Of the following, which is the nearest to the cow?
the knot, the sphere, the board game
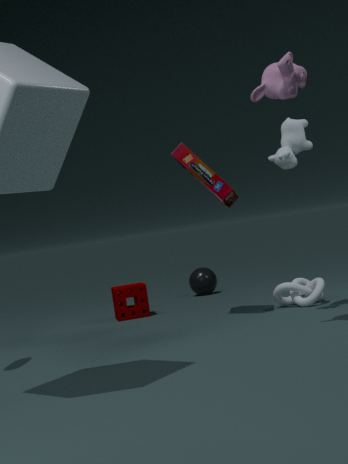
the board game
